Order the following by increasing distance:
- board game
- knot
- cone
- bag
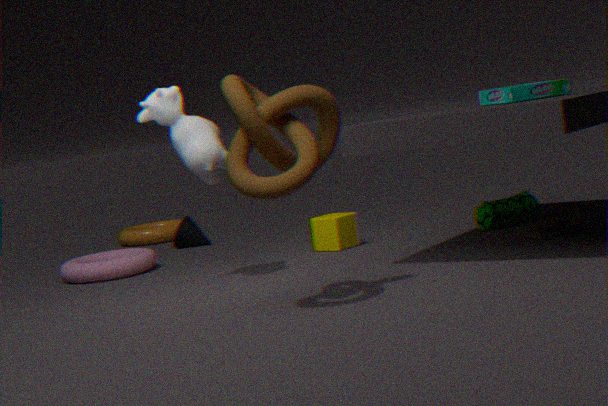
knot
board game
bag
cone
